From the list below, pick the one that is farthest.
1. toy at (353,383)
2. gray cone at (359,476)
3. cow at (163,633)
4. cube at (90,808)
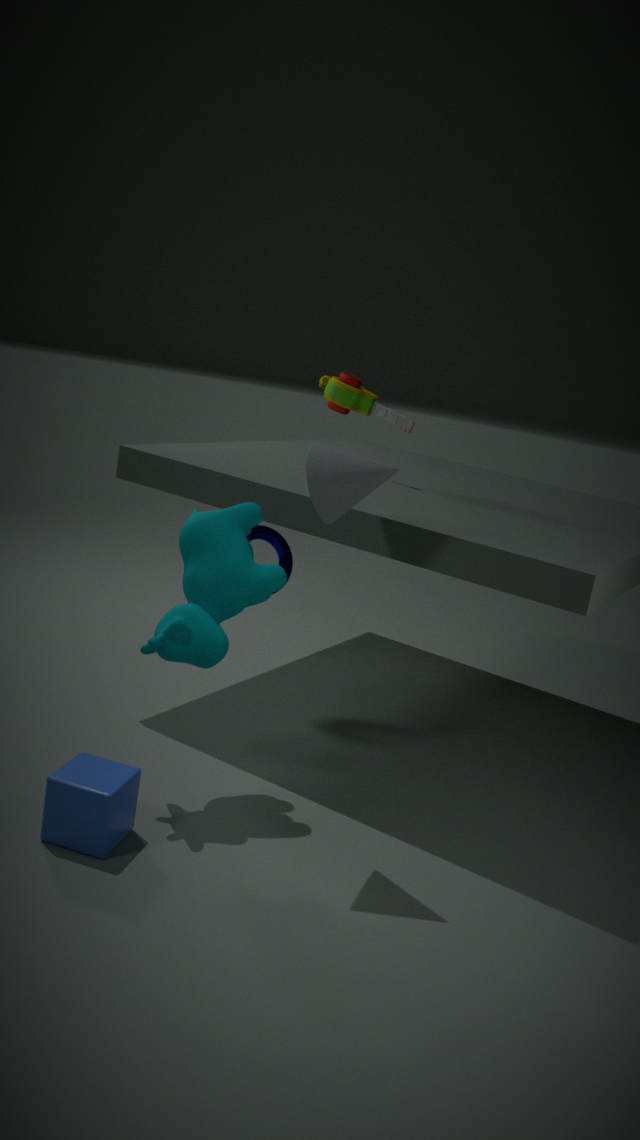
toy at (353,383)
